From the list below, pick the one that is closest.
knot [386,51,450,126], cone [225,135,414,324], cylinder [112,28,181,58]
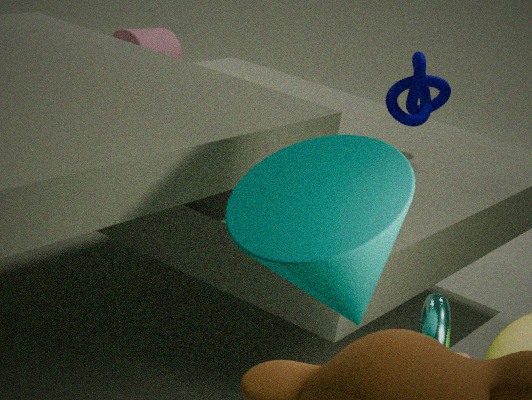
cone [225,135,414,324]
